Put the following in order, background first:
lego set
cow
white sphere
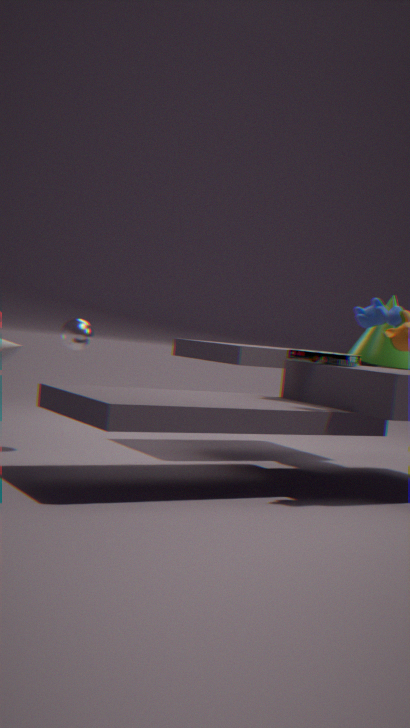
white sphere
lego set
cow
